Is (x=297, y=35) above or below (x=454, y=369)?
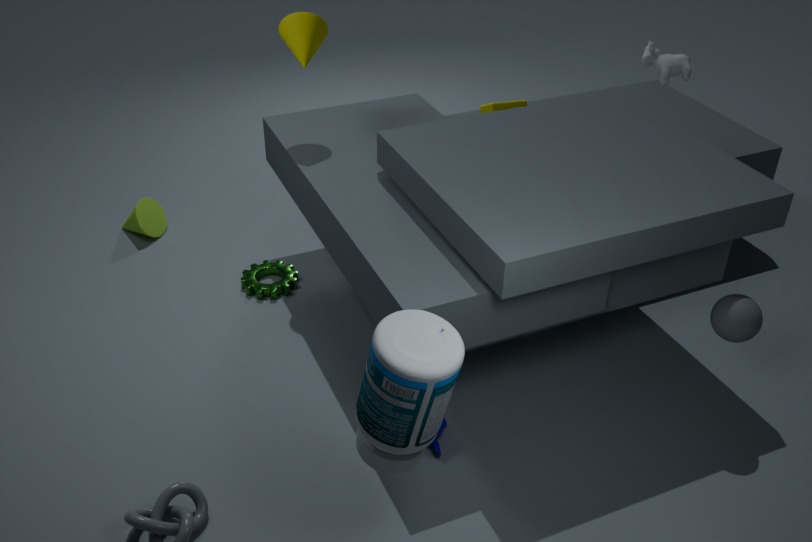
above
